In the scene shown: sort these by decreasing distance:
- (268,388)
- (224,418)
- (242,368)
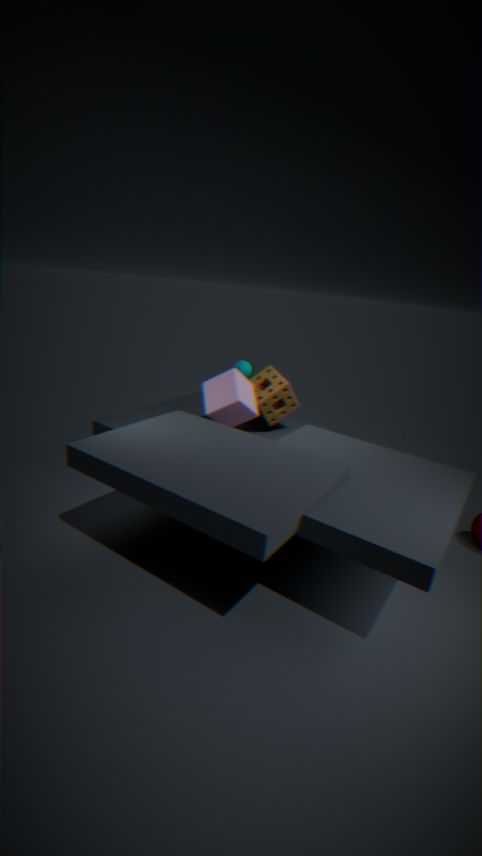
(242,368) < (268,388) < (224,418)
